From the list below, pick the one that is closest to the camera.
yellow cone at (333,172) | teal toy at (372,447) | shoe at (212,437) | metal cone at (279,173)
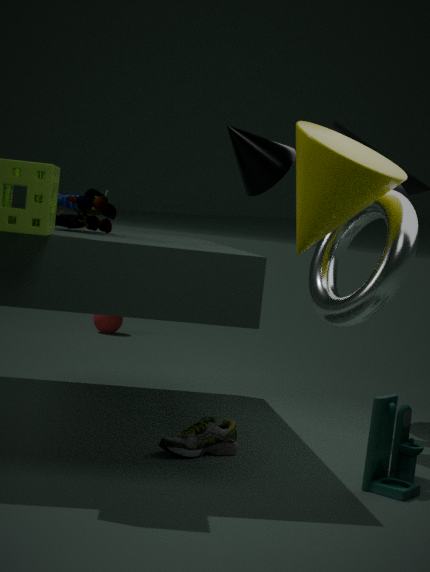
teal toy at (372,447)
